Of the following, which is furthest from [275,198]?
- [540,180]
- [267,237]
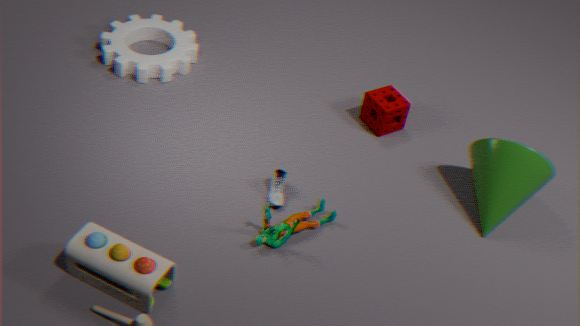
[540,180]
